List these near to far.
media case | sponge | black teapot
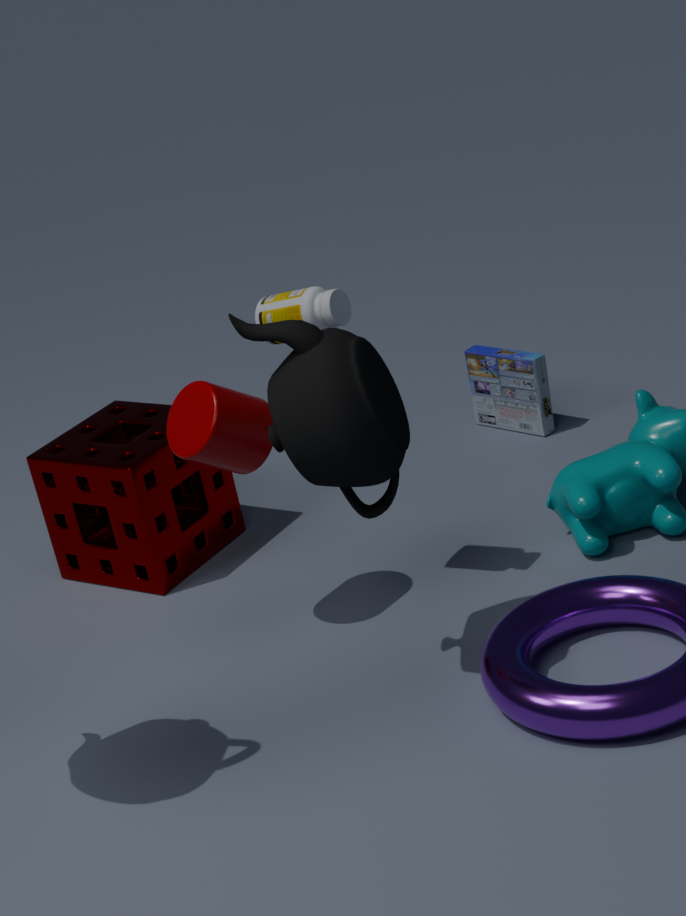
black teapot
sponge
media case
